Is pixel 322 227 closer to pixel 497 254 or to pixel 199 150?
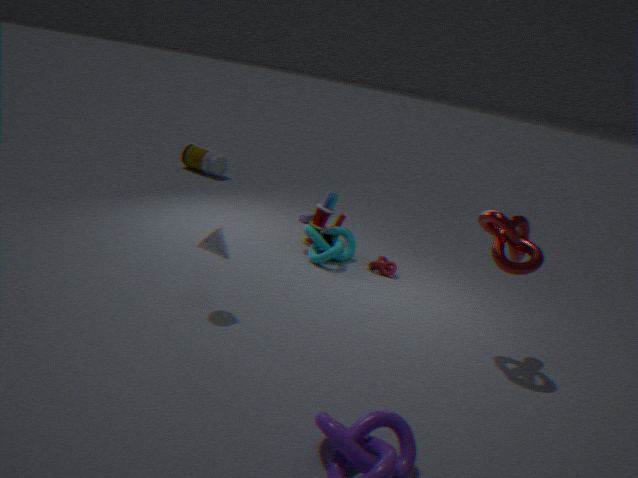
pixel 497 254
